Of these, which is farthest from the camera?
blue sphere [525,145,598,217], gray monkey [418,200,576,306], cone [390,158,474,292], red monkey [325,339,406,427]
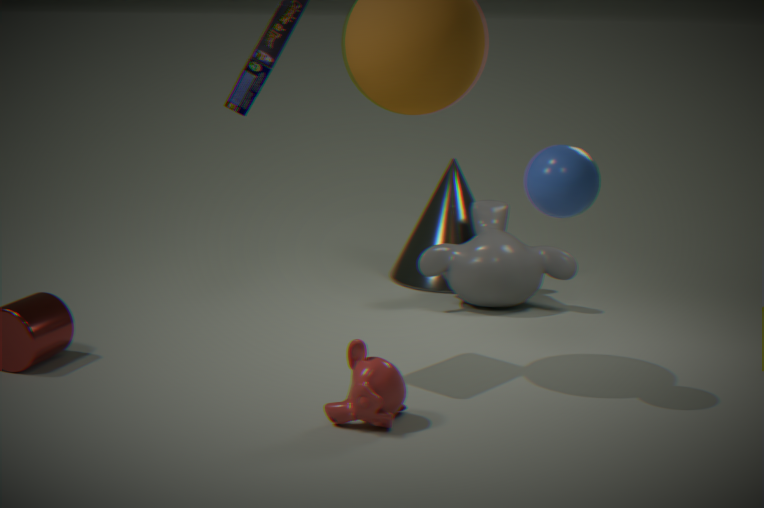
cone [390,158,474,292]
